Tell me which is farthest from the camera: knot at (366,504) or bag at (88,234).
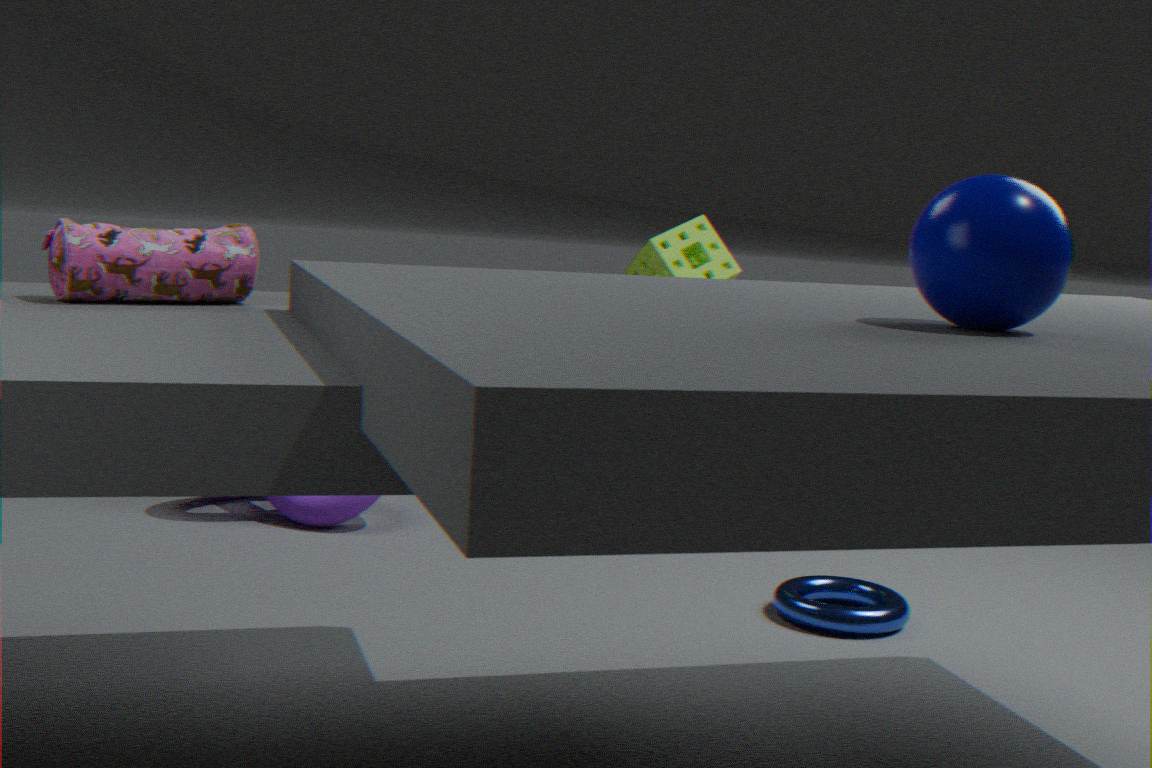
knot at (366,504)
